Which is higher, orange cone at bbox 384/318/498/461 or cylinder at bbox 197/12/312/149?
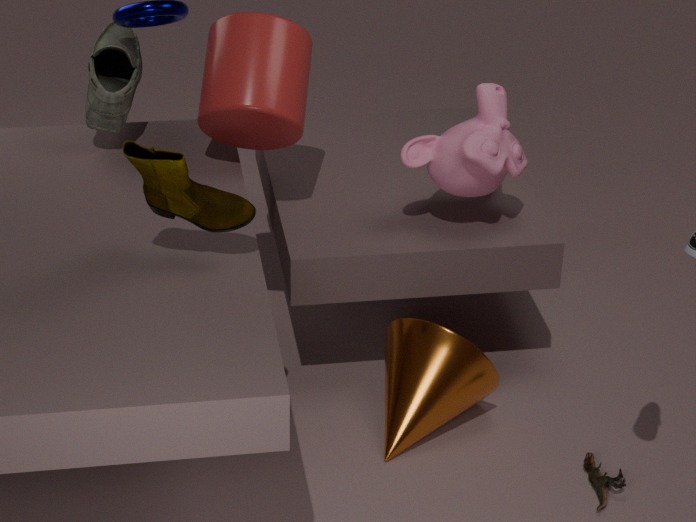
cylinder at bbox 197/12/312/149
